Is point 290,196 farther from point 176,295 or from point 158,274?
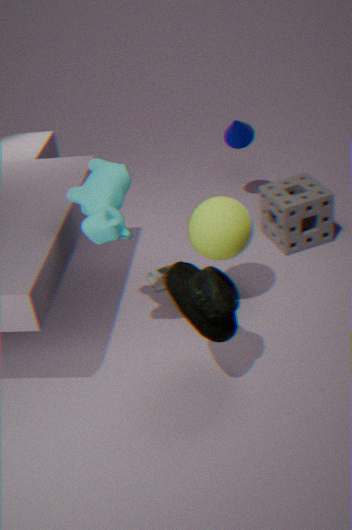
point 176,295
